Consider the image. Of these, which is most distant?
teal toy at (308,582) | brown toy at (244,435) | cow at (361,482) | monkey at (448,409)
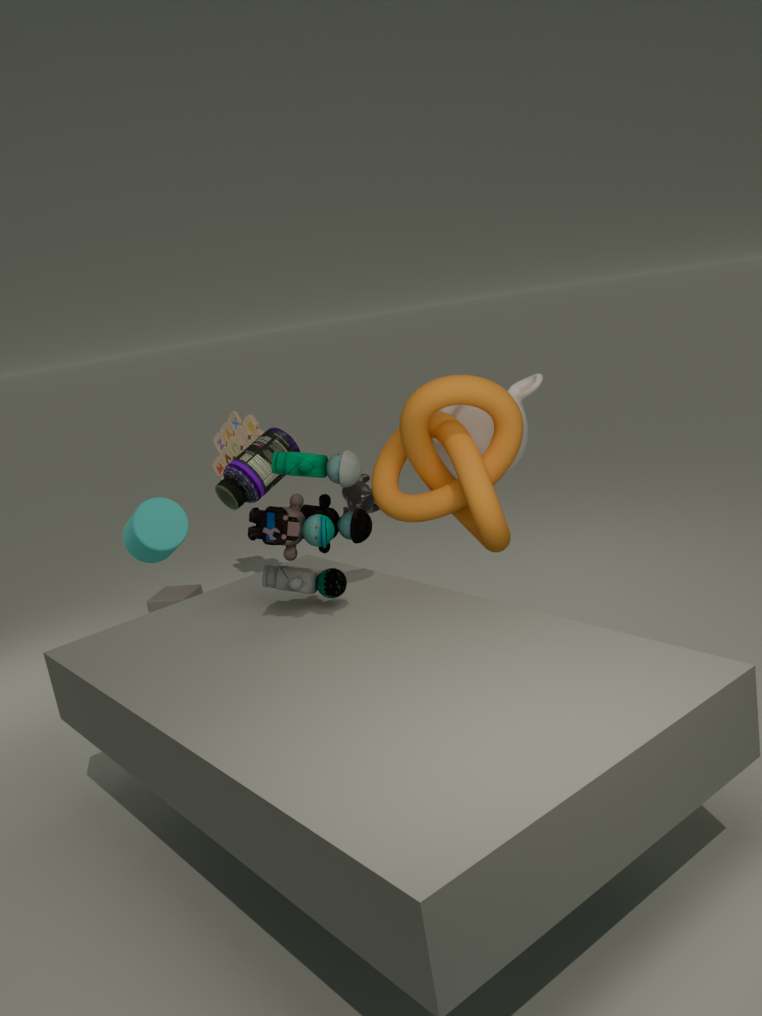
brown toy at (244,435)
